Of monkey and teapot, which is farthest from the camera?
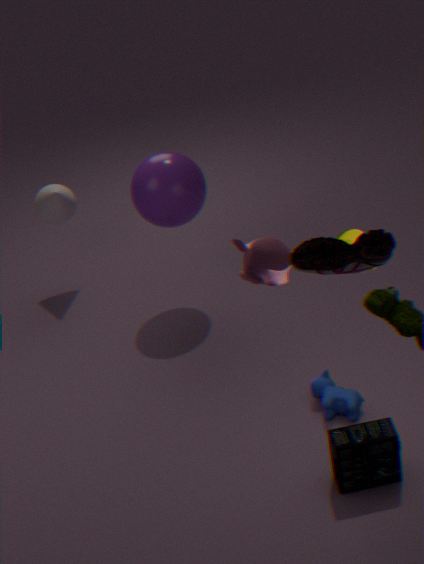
teapot
